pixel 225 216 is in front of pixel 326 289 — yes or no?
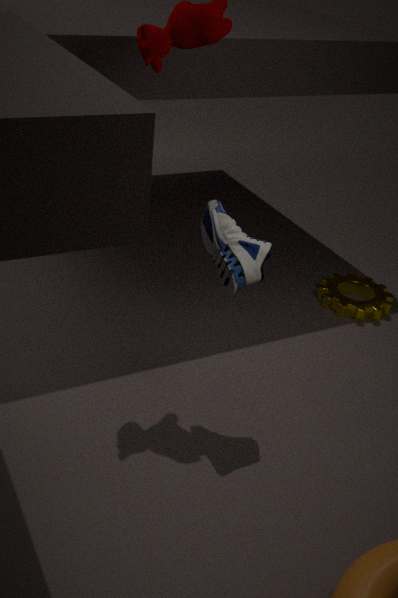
Yes
